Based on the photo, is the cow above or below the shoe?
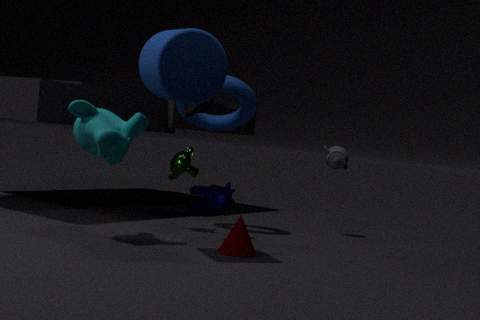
below
